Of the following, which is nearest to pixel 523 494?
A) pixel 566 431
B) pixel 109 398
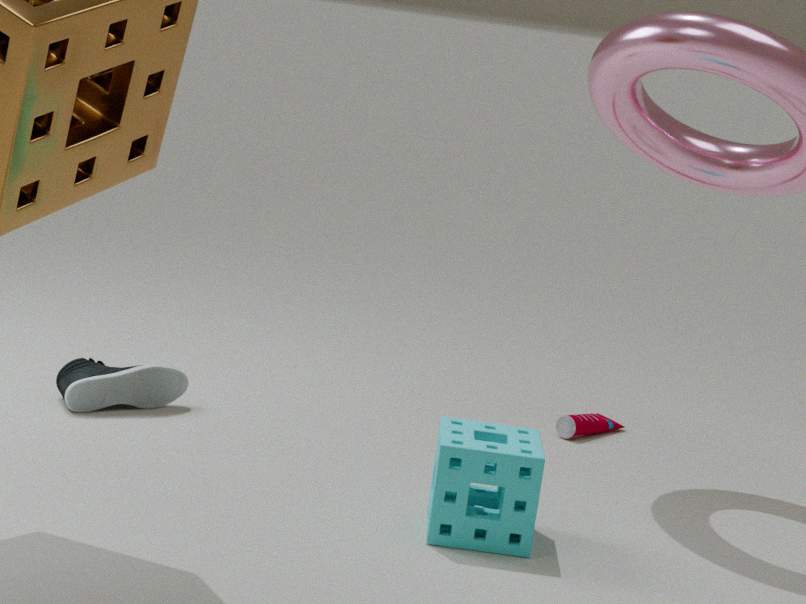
pixel 566 431
